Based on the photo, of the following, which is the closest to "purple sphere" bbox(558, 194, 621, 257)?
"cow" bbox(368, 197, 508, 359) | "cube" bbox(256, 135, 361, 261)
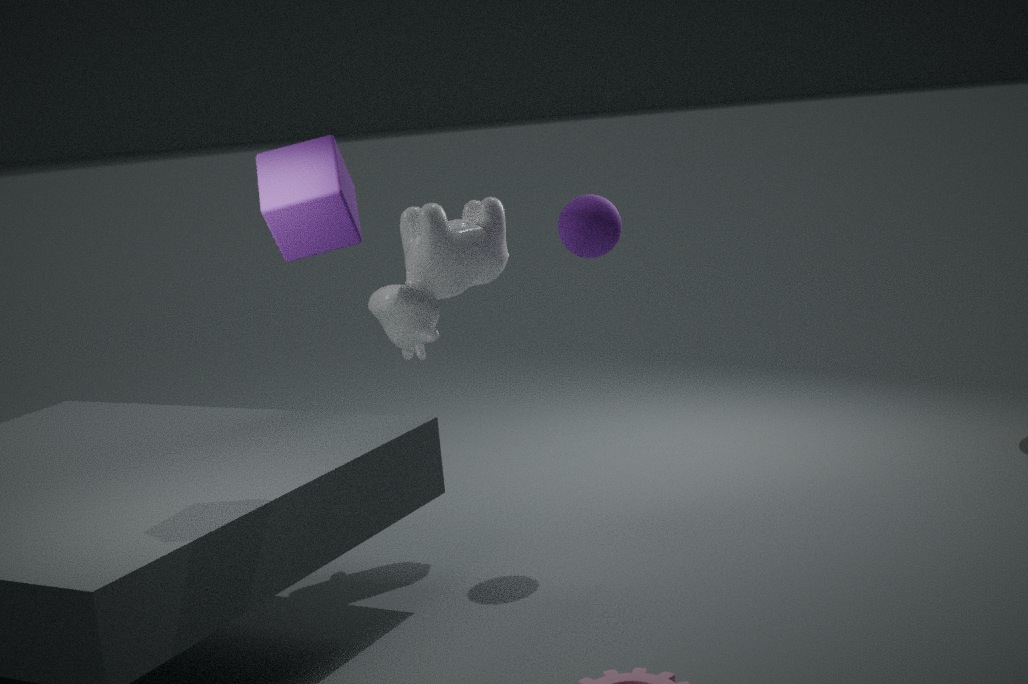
"cow" bbox(368, 197, 508, 359)
